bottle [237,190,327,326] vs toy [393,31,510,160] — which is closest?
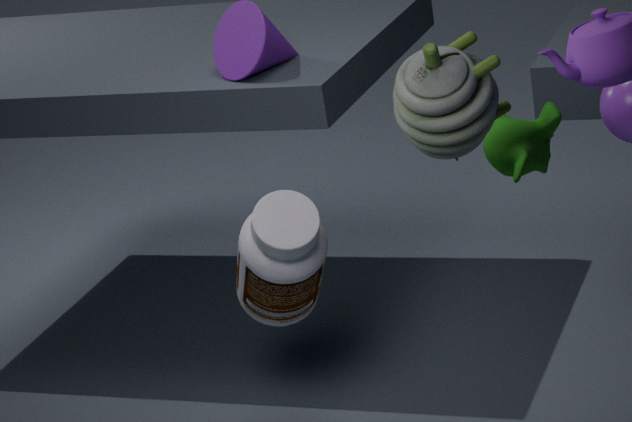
toy [393,31,510,160]
